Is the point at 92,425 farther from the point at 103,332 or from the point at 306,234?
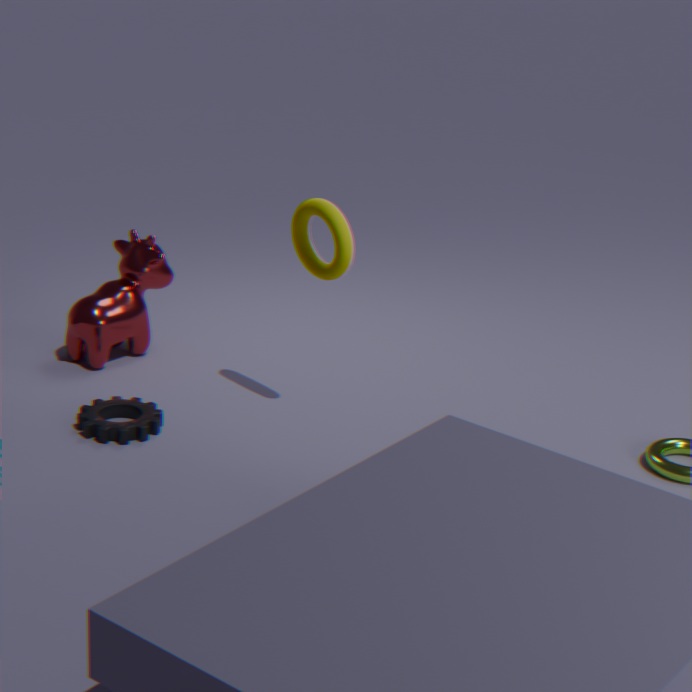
the point at 306,234
